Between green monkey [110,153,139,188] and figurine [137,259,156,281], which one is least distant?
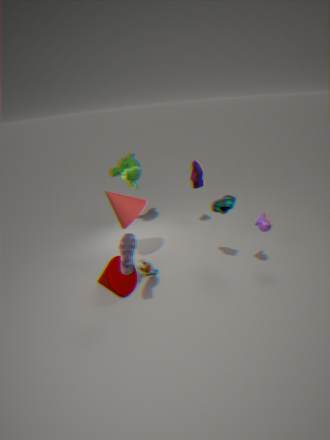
figurine [137,259,156,281]
